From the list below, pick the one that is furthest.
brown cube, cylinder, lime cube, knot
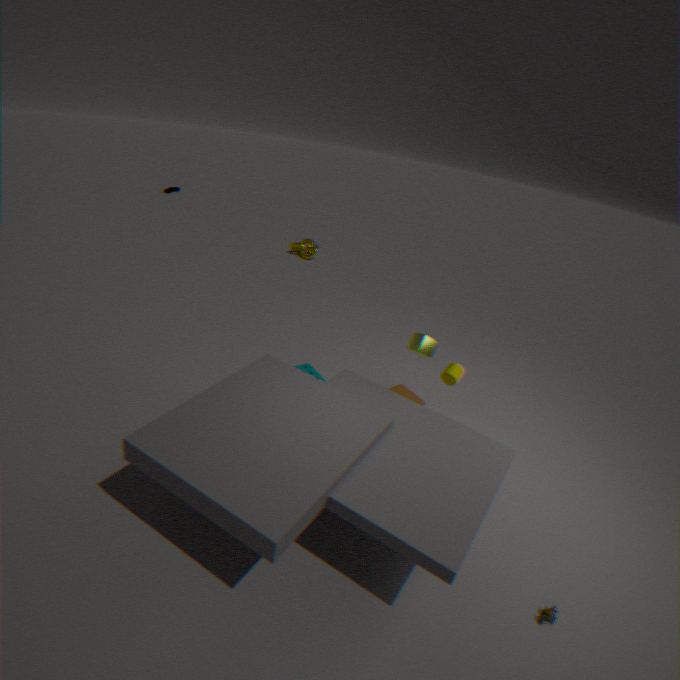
knot
